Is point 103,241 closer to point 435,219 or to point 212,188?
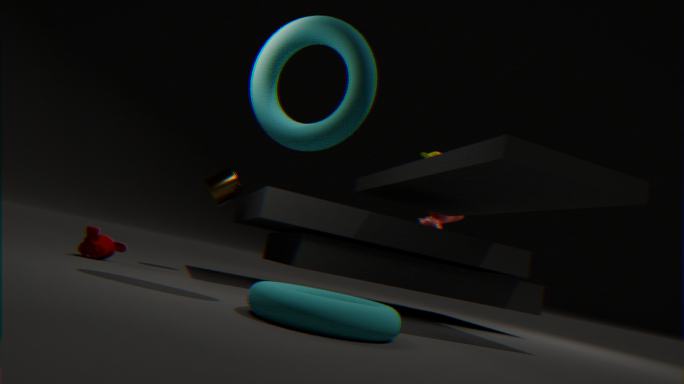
point 212,188
